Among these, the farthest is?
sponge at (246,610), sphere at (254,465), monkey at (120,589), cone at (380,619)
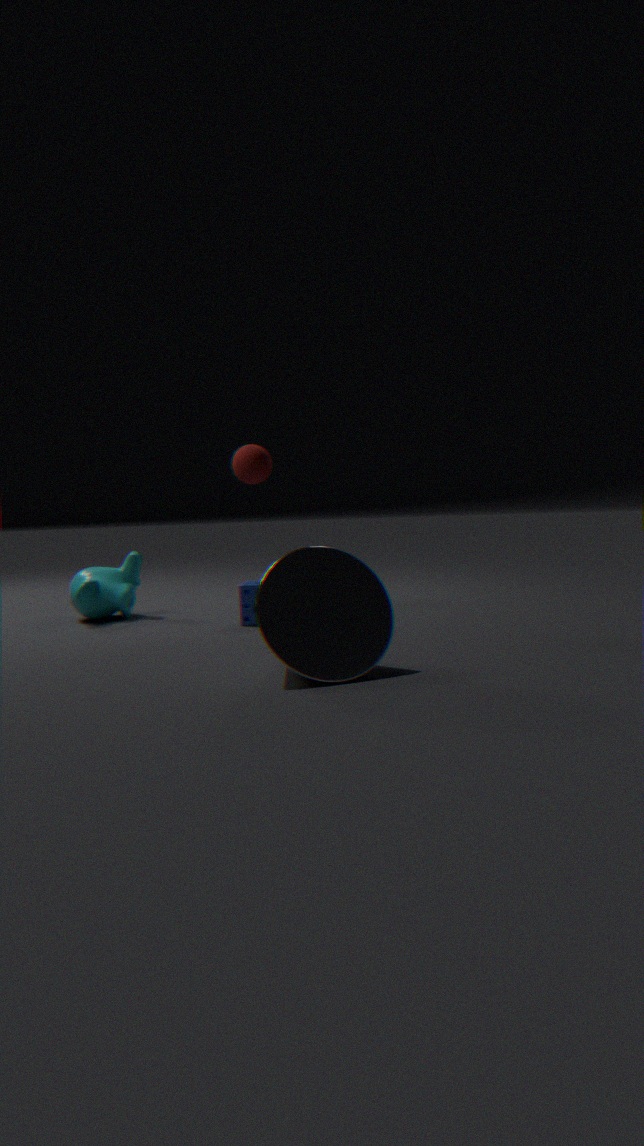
monkey at (120,589)
